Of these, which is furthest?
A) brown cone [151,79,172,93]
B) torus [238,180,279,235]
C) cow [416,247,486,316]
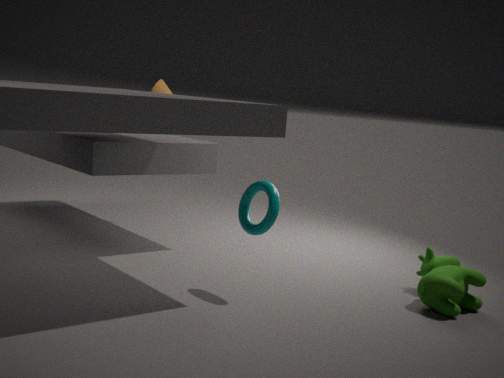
brown cone [151,79,172,93]
